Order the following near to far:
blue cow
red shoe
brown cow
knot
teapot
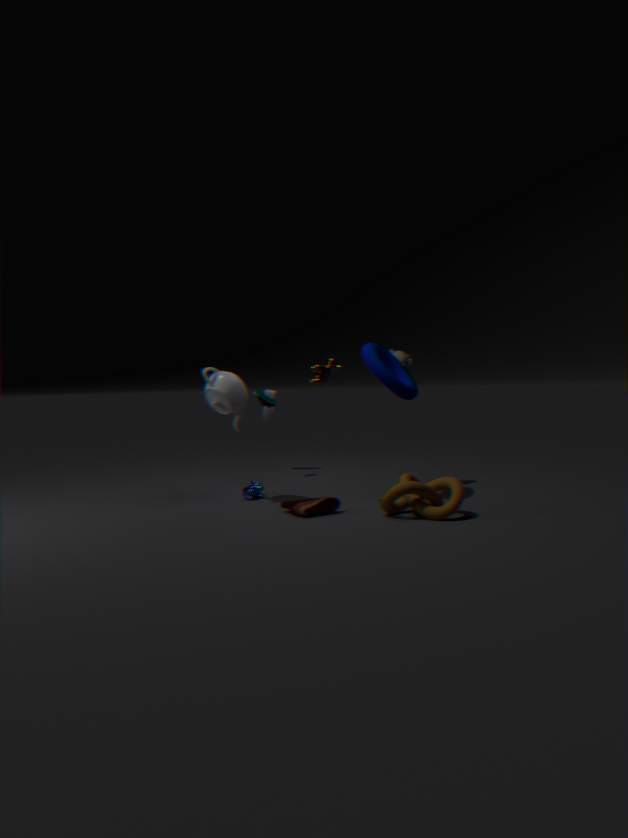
knot → red shoe → brown cow → teapot → blue cow
